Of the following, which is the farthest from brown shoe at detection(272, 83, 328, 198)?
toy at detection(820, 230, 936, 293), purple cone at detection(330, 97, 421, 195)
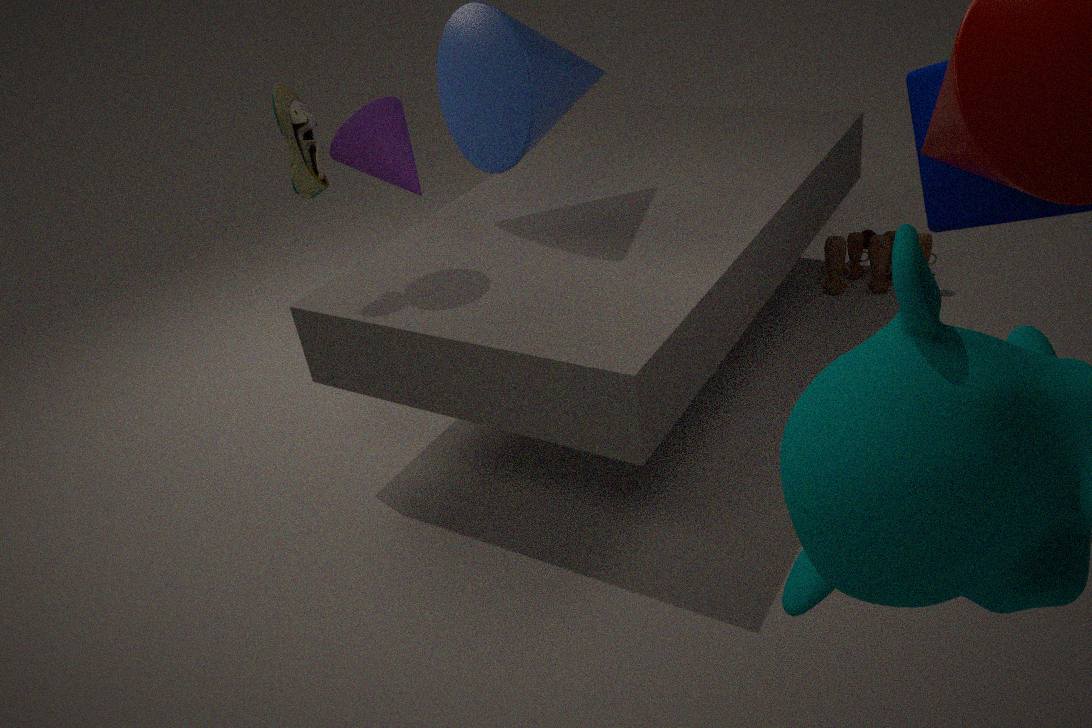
toy at detection(820, 230, 936, 293)
